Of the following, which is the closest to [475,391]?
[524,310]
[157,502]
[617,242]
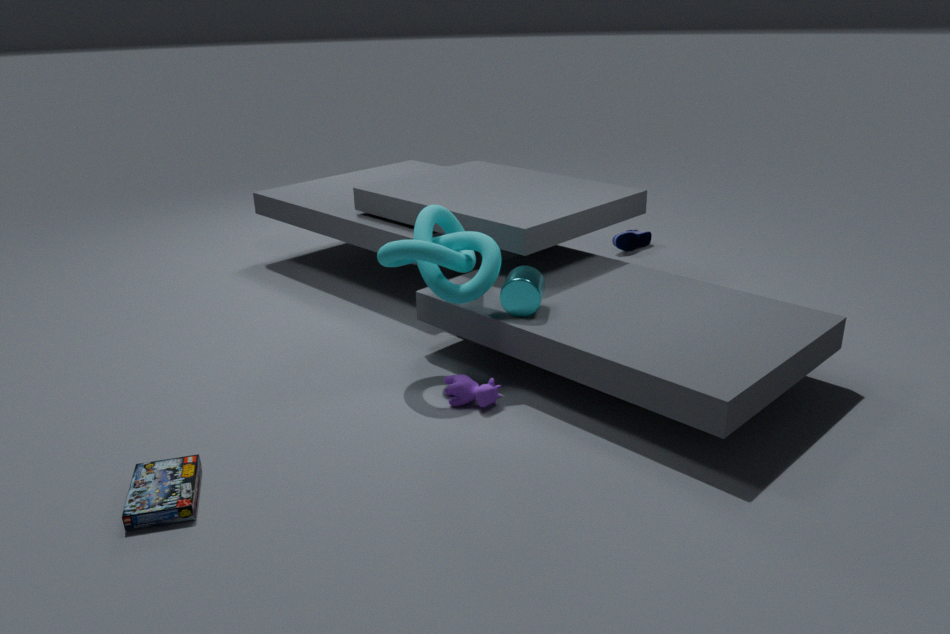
[524,310]
